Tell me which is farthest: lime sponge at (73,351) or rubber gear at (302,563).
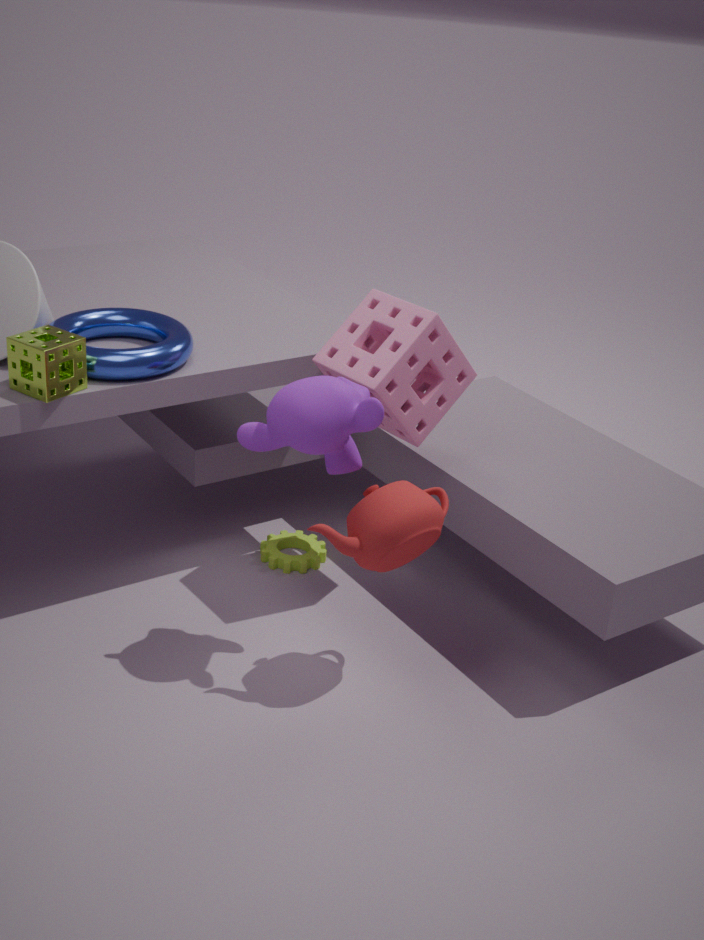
rubber gear at (302,563)
